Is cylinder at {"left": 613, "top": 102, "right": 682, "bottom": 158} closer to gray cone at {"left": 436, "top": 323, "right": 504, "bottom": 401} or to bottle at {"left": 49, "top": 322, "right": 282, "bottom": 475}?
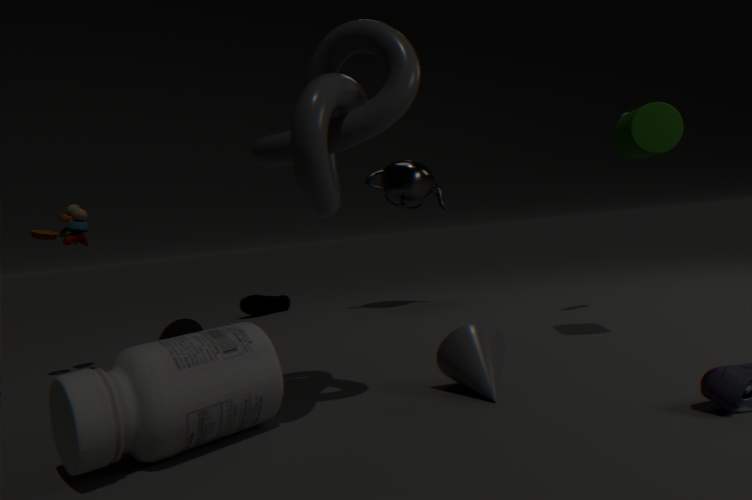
gray cone at {"left": 436, "top": 323, "right": 504, "bottom": 401}
